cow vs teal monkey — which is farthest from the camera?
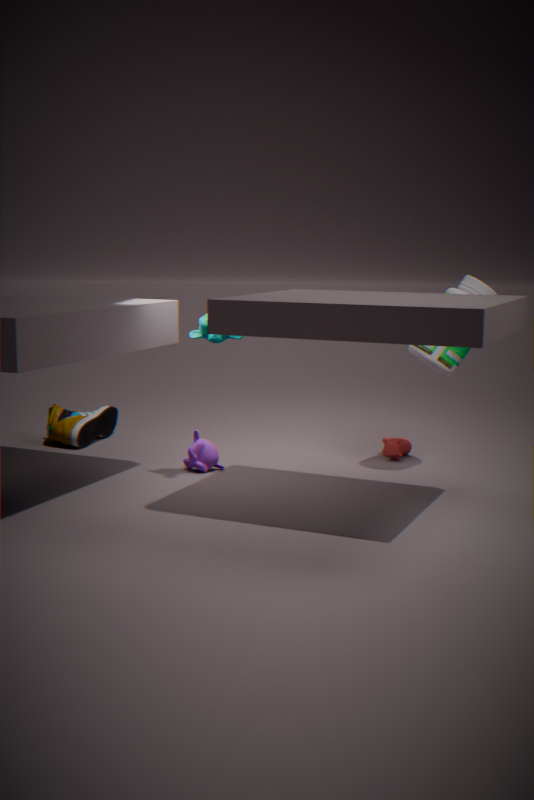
cow
